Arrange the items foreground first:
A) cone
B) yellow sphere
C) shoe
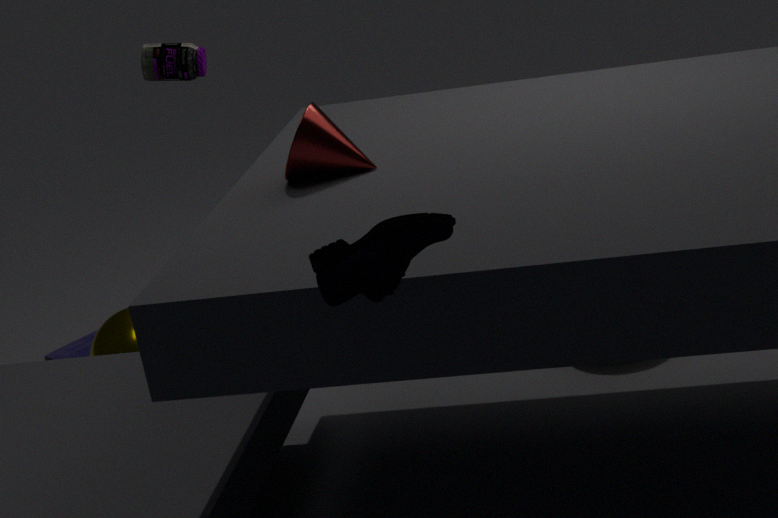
shoe → cone → yellow sphere
